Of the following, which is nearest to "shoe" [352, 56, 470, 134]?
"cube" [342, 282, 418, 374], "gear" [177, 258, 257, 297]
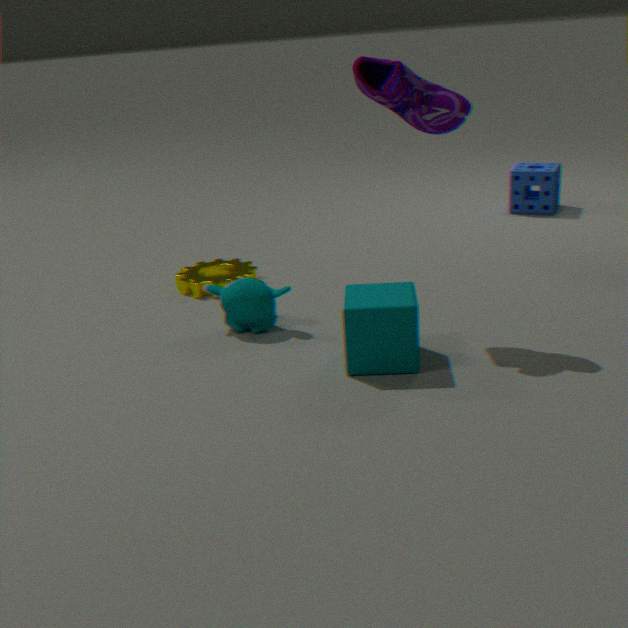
"cube" [342, 282, 418, 374]
